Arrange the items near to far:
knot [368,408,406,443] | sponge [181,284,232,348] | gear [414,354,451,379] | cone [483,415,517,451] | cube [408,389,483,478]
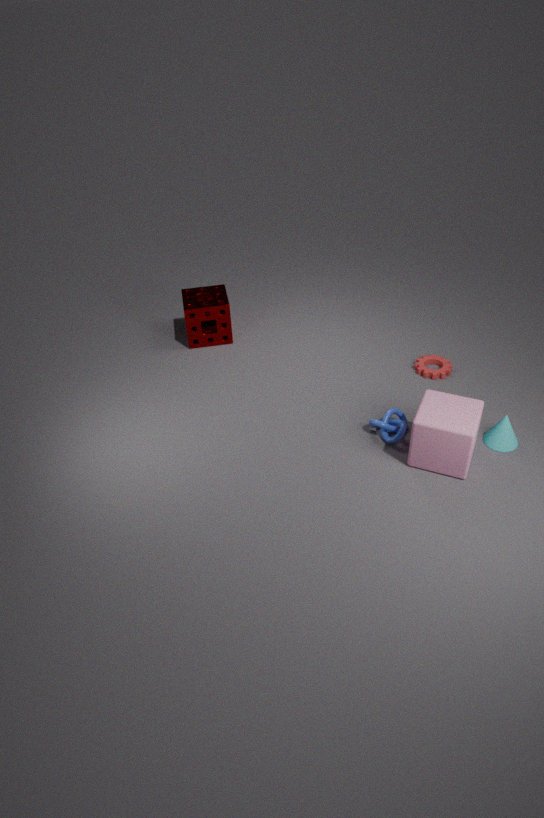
1. cube [408,389,483,478]
2. cone [483,415,517,451]
3. knot [368,408,406,443]
4. gear [414,354,451,379]
5. sponge [181,284,232,348]
